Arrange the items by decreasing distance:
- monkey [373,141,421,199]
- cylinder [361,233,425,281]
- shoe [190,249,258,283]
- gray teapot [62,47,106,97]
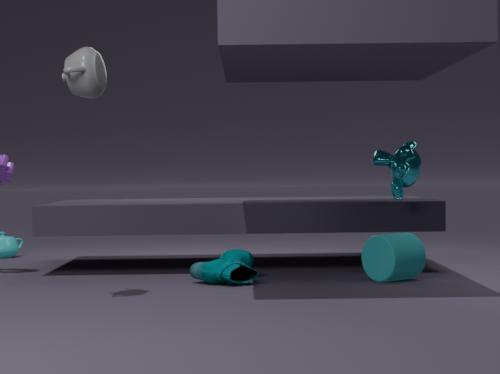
monkey [373,141,421,199], cylinder [361,233,425,281], shoe [190,249,258,283], gray teapot [62,47,106,97]
